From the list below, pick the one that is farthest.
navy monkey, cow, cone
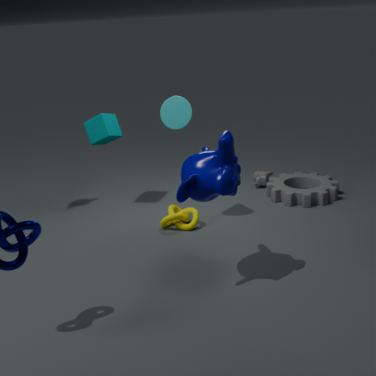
cow
